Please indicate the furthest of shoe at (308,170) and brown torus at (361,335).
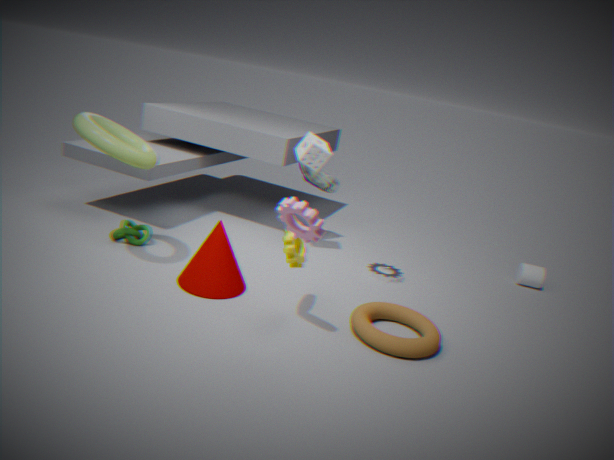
shoe at (308,170)
